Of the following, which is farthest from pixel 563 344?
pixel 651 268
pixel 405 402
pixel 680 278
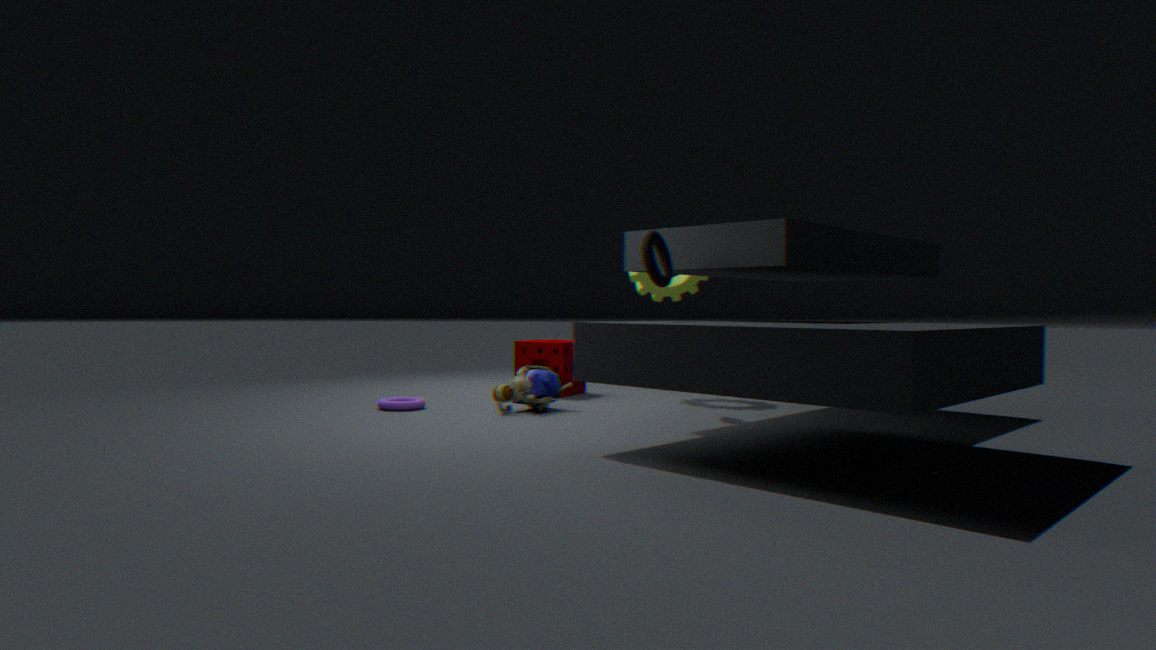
pixel 651 268
